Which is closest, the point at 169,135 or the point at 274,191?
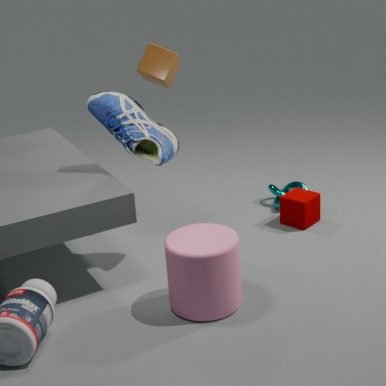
the point at 169,135
